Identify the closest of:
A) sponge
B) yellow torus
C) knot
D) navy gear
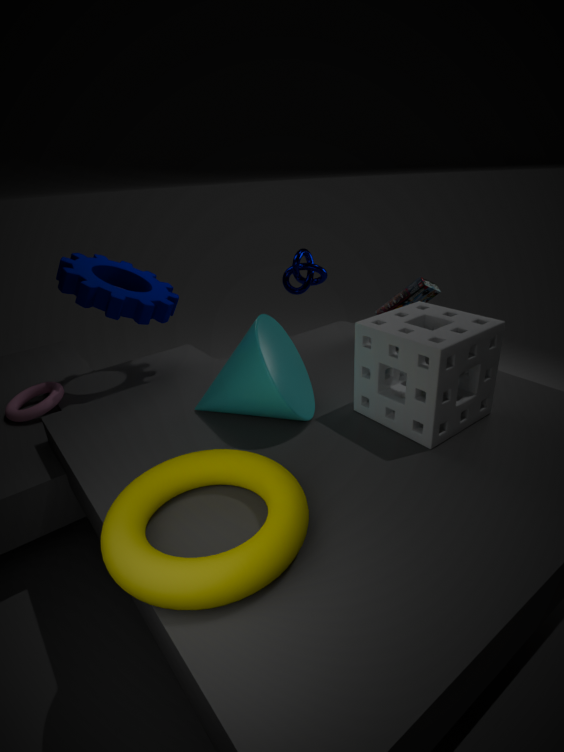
B. yellow torus
